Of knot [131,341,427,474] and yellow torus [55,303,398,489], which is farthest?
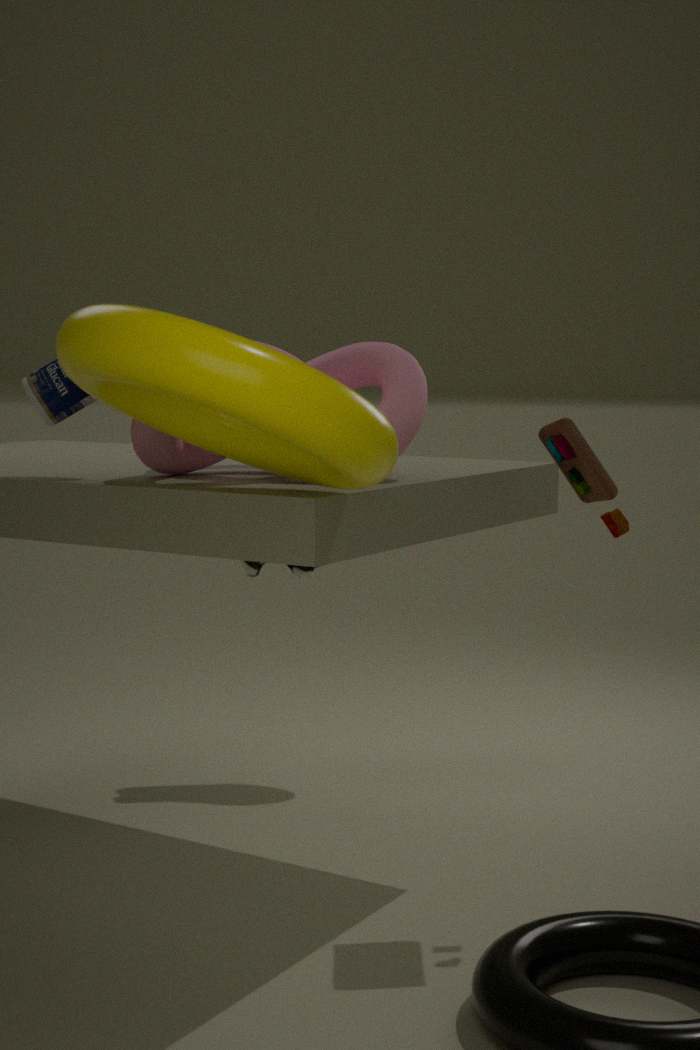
knot [131,341,427,474]
